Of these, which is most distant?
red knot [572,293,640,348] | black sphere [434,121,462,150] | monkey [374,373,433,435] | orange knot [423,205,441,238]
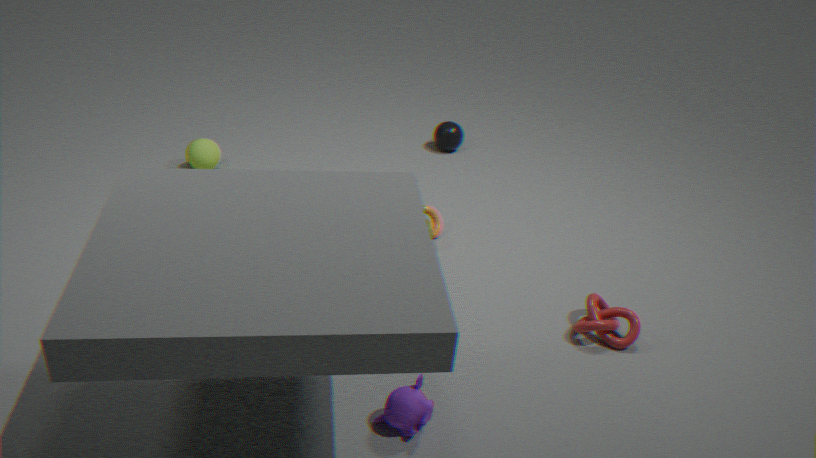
black sphere [434,121,462,150]
